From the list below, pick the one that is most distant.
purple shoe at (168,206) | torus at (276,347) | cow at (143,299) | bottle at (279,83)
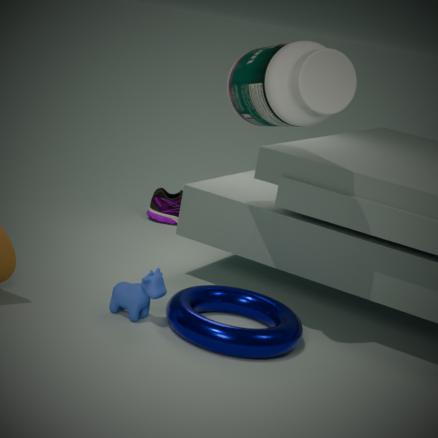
purple shoe at (168,206)
